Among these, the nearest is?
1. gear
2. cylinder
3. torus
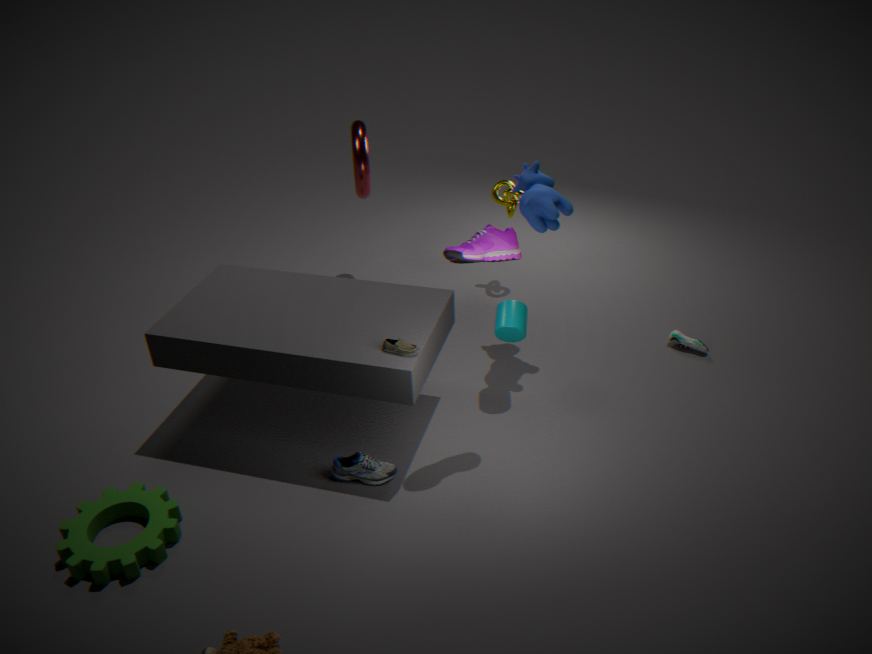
gear
